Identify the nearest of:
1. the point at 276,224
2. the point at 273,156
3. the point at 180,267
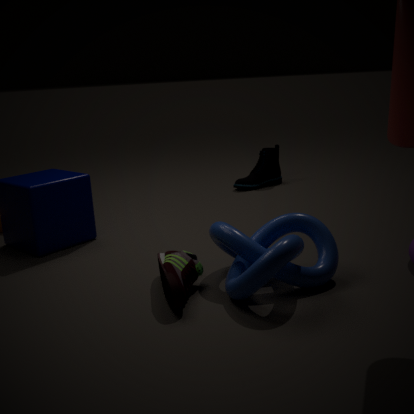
the point at 180,267
